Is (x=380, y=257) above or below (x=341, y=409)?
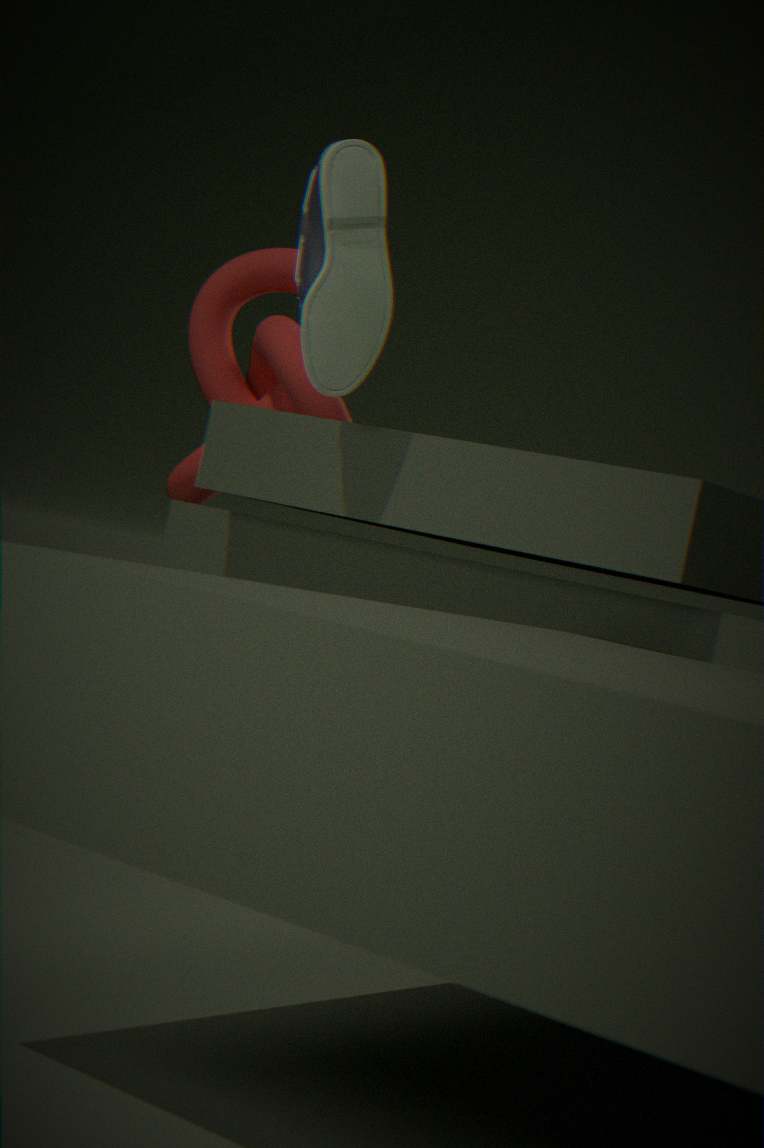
above
